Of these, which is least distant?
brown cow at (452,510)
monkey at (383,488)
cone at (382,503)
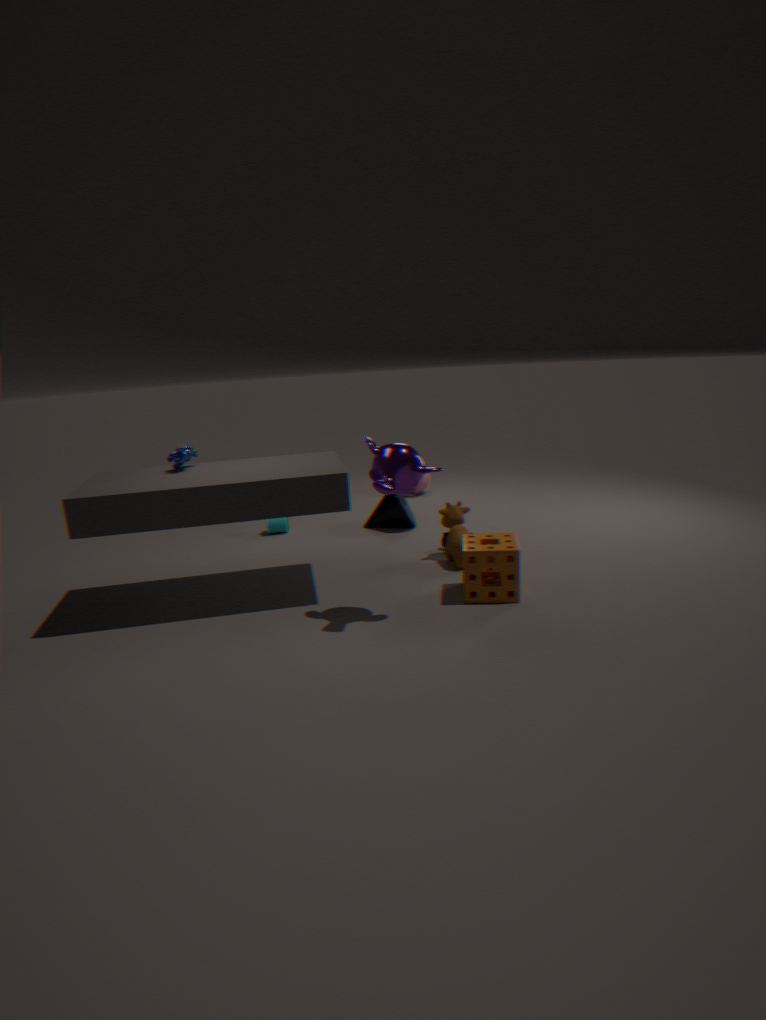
monkey at (383,488)
